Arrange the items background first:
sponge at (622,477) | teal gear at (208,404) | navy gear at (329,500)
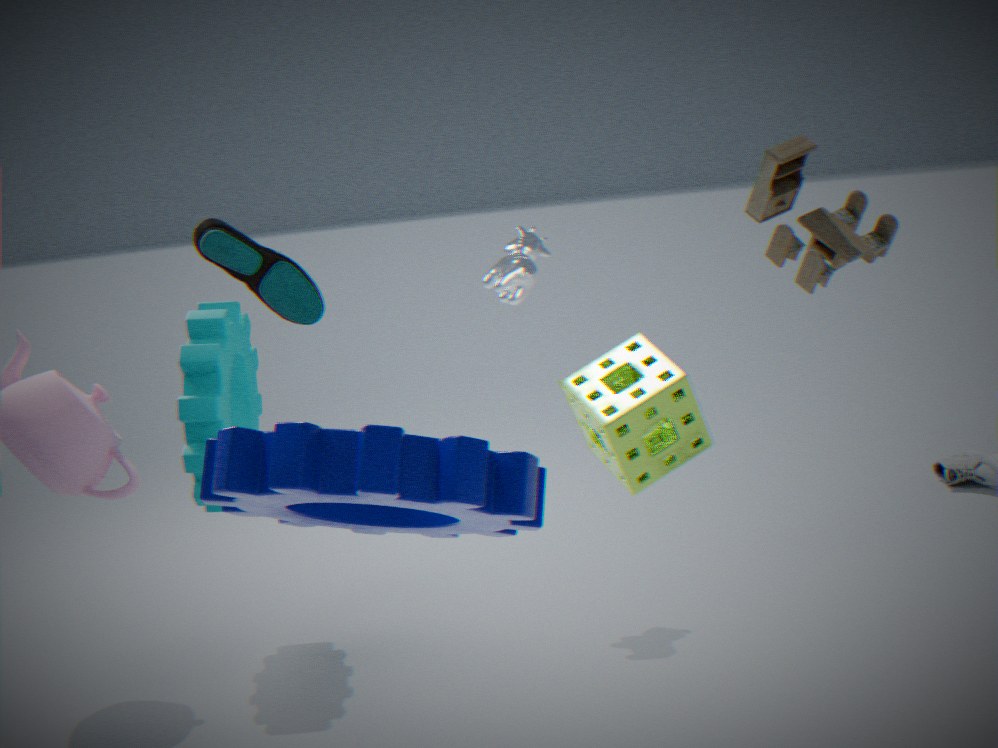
1. teal gear at (208,404)
2. sponge at (622,477)
3. navy gear at (329,500)
